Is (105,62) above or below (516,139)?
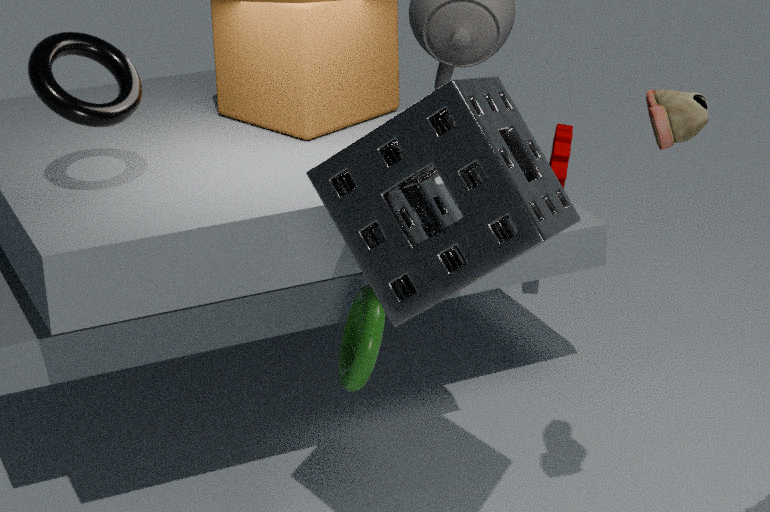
above
